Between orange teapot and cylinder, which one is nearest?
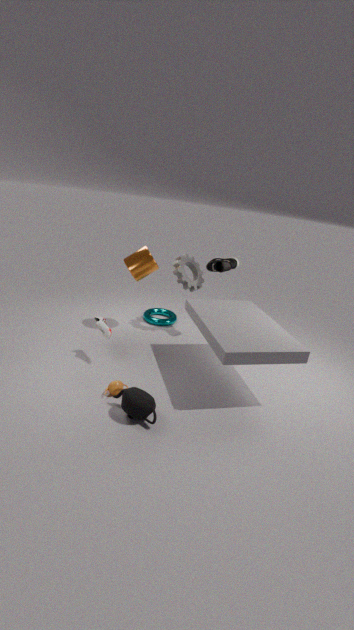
orange teapot
